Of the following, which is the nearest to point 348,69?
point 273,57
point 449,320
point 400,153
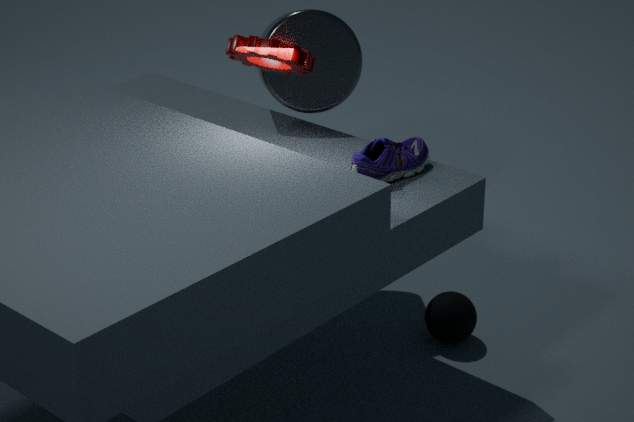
point 273,57
